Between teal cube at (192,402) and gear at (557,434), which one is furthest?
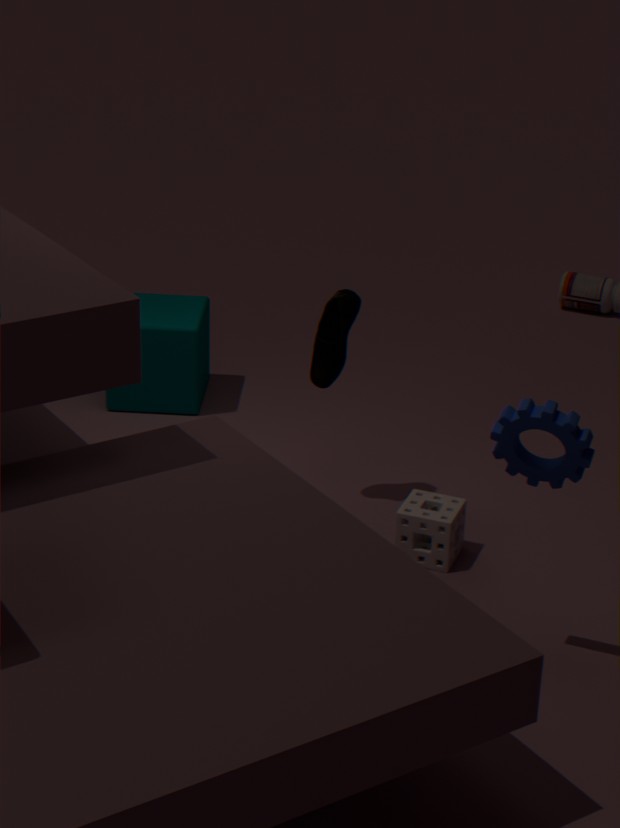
teal cube at (192,402)
